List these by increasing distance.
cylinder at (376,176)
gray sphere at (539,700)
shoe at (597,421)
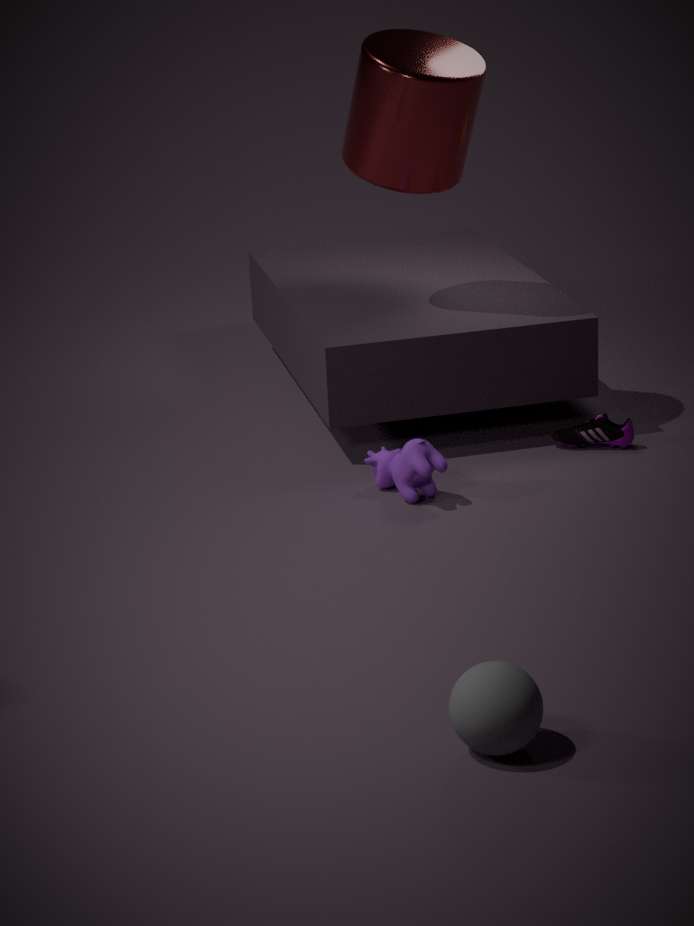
gray sphere at (539,700), cylinder at (376,176), shoe at (597,421)
